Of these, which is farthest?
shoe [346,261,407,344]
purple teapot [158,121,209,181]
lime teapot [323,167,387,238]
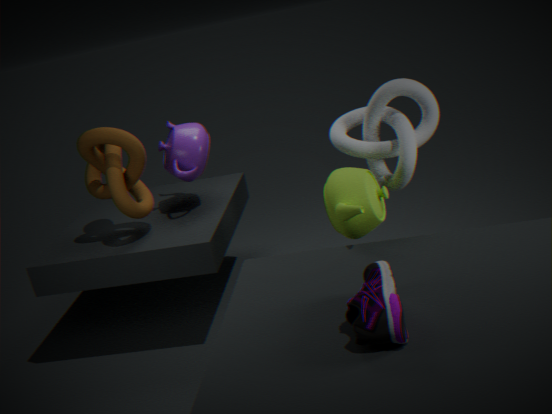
purple teapot [158,121,209,181]
